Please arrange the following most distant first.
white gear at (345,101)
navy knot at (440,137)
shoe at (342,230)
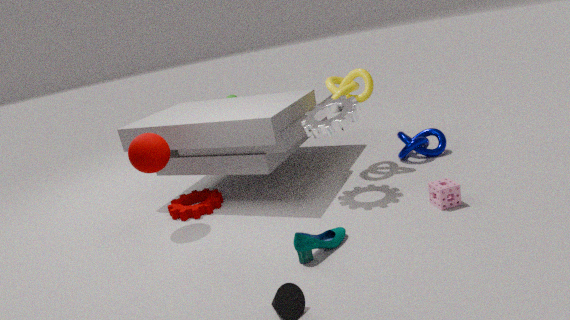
1. navy knot at (440,137)
2. white gear at (345,101)
3. shoe at (342,230)
